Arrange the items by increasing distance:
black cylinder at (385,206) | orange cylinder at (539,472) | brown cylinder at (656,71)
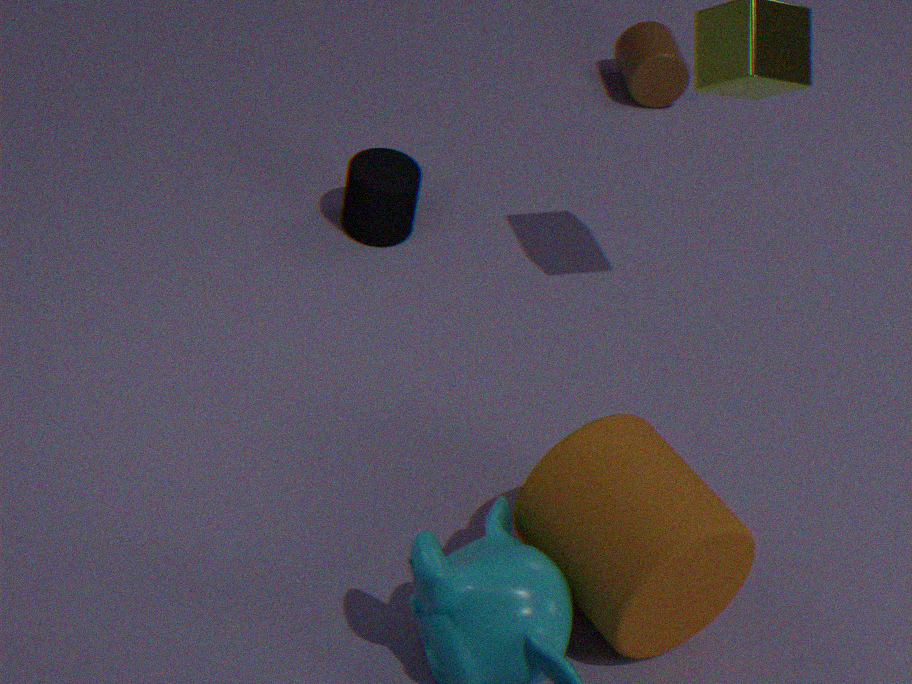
orange cylinder at (539,472) → black cylinder at (385,206) → brown cylinder at (656,71)
